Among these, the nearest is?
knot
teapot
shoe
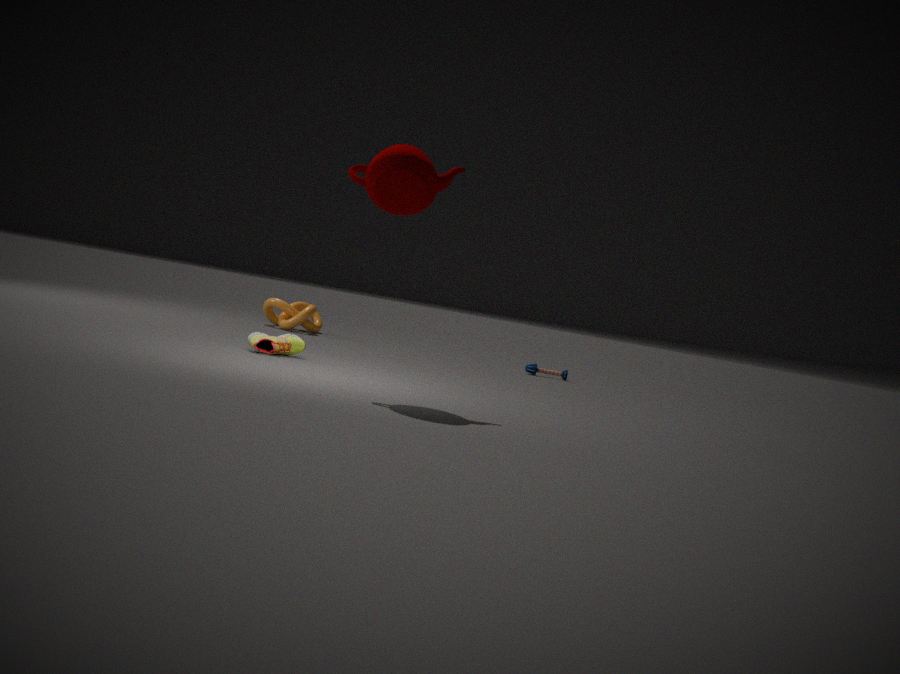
teapot
